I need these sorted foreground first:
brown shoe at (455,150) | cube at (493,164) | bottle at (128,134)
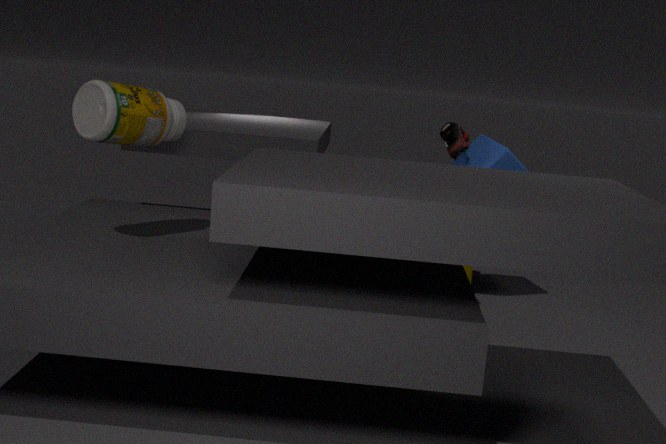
bottle at (128,134), cube at (493,164), brown shoe at (455,150)
